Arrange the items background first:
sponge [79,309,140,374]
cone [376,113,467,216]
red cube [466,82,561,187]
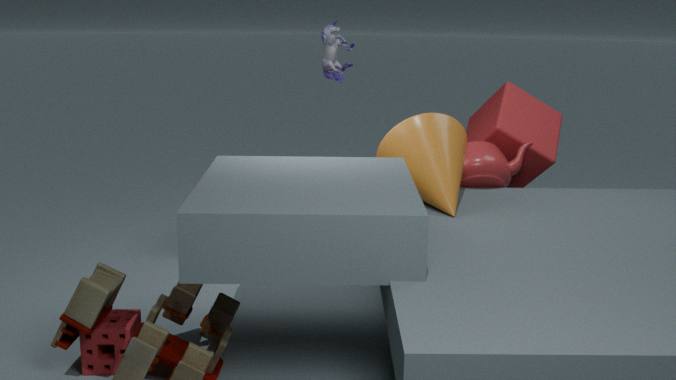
1. red cube [466,82,561,187]
2. cone [376,113,467,216]
3. sponge [79,309,140,374]
